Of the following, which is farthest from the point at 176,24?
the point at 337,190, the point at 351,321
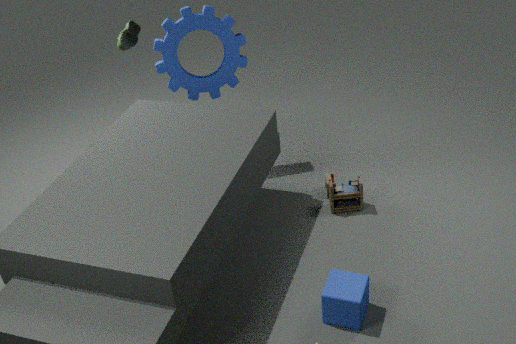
the point at 351,321
